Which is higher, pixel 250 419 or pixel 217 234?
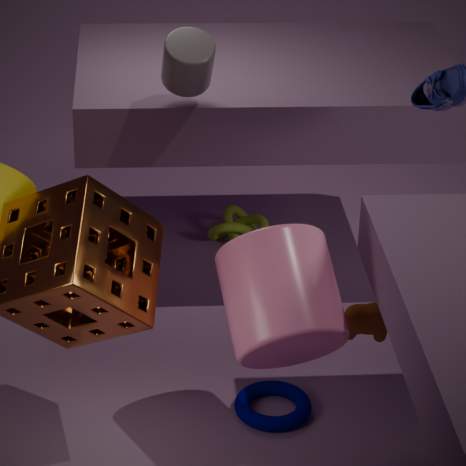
pixel 217 234
